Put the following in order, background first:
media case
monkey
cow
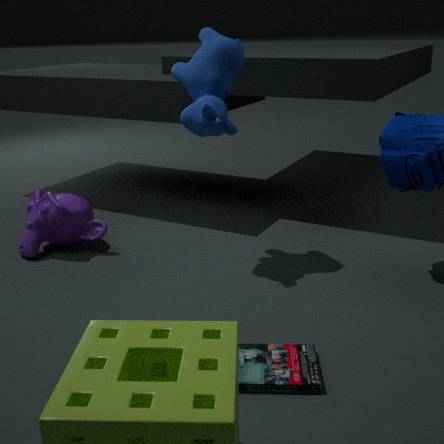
monkey, cow, media case
